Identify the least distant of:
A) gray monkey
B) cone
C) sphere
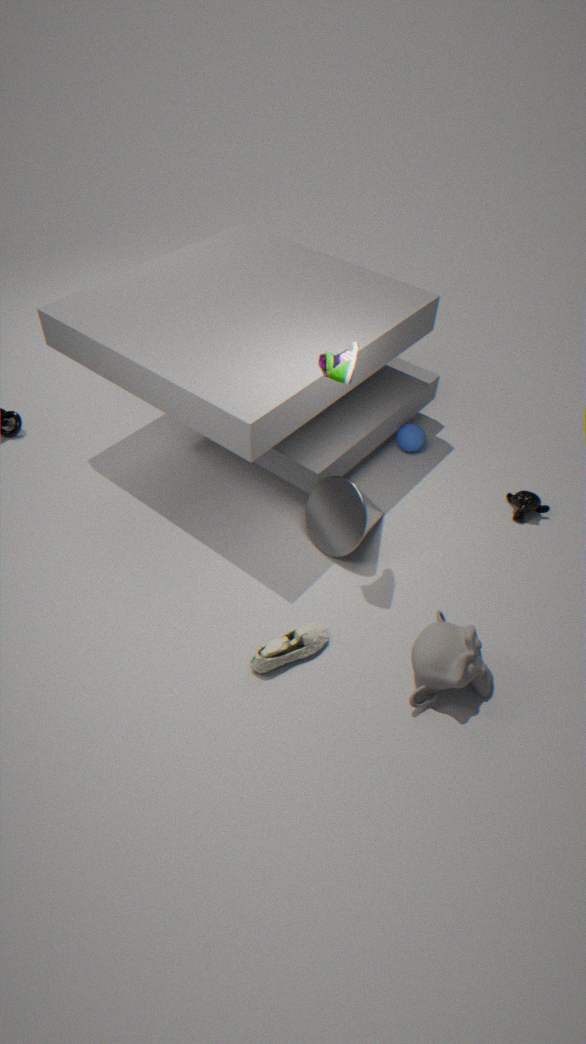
gray monkey
